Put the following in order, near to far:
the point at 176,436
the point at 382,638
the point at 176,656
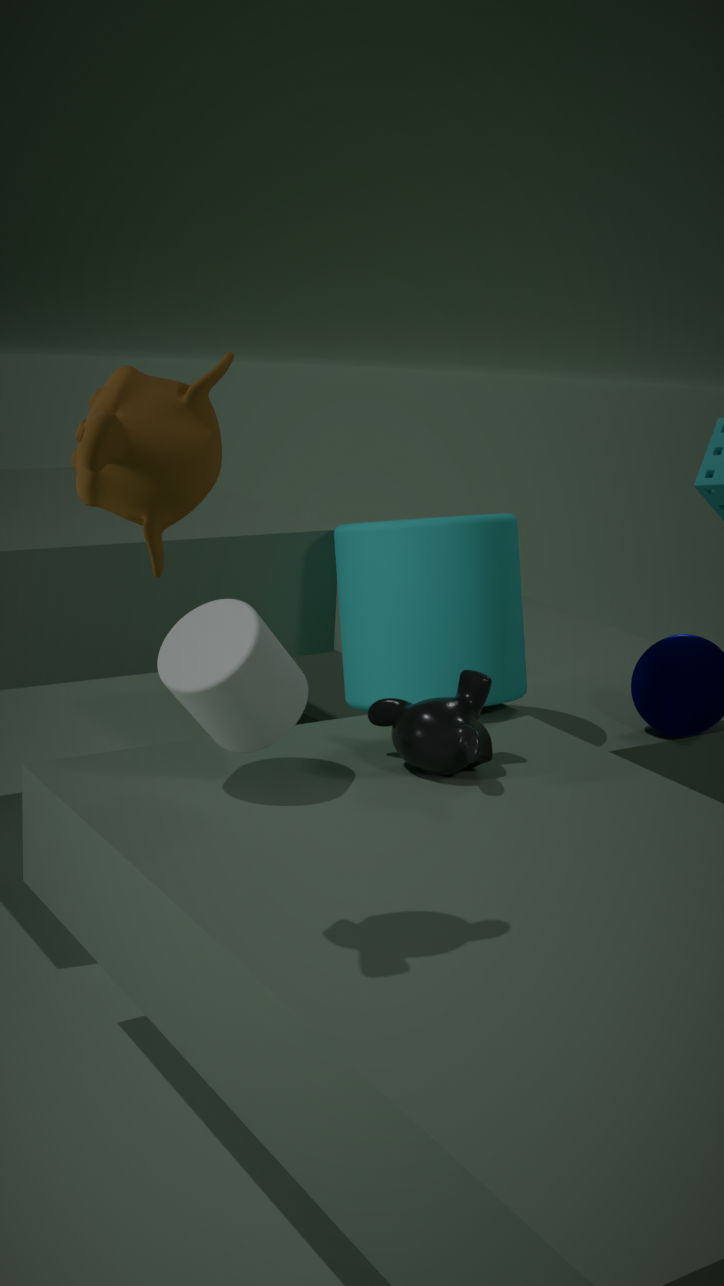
1. the point at 176,436
2. the point at 176,656
3. the point at 382,638
